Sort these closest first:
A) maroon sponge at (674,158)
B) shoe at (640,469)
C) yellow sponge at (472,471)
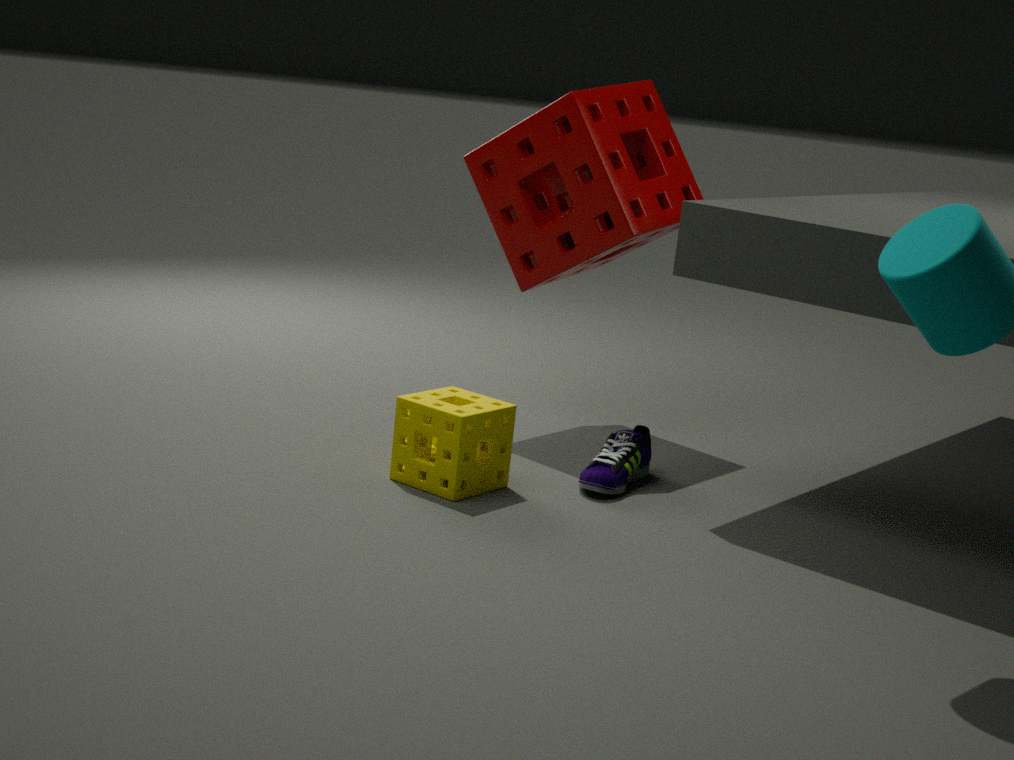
yellow sponge at (472,471) → shoe at (640,469) → maroon sponge at (674,158)
